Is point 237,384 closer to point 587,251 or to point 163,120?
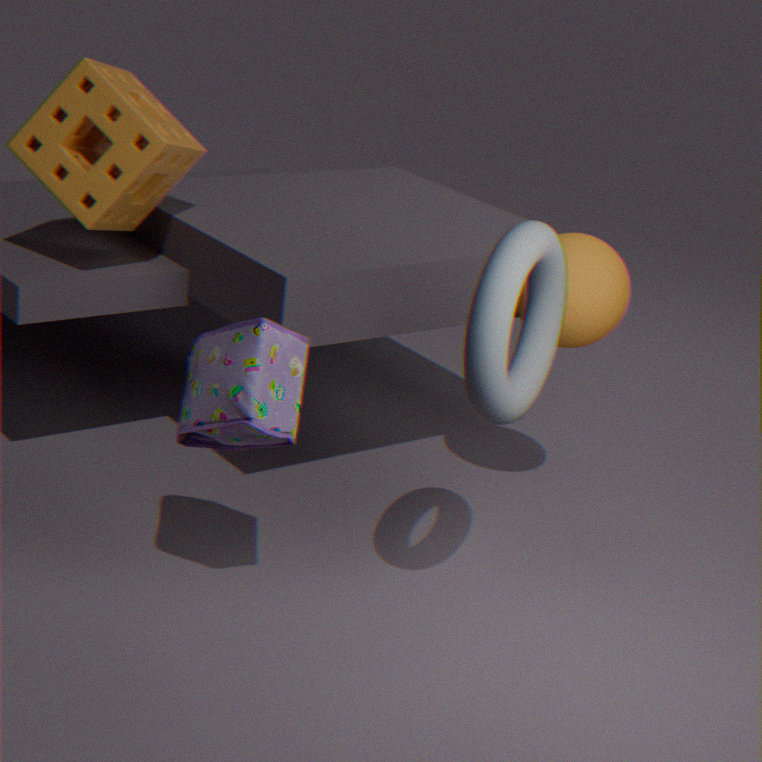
point 163,120
